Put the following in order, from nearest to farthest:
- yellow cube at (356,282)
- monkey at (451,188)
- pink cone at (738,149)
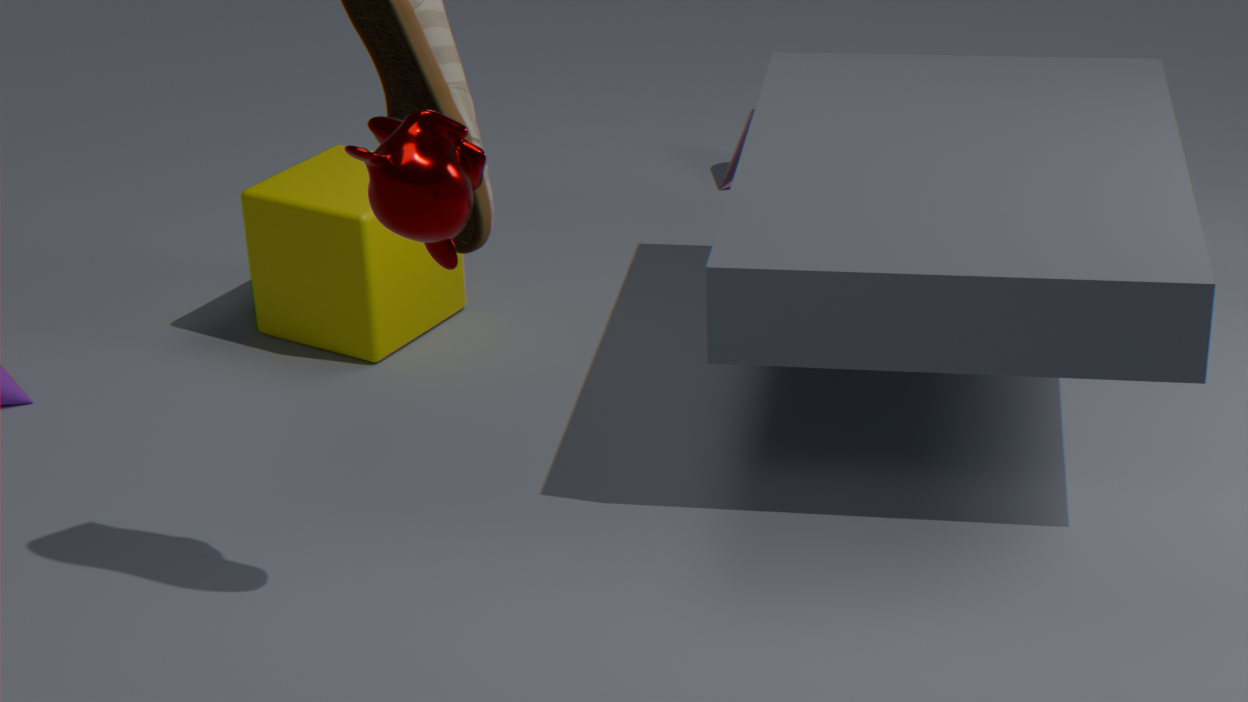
monkey at (451,188) < yellow cube at (356,282) < pink cone at (738,149)
